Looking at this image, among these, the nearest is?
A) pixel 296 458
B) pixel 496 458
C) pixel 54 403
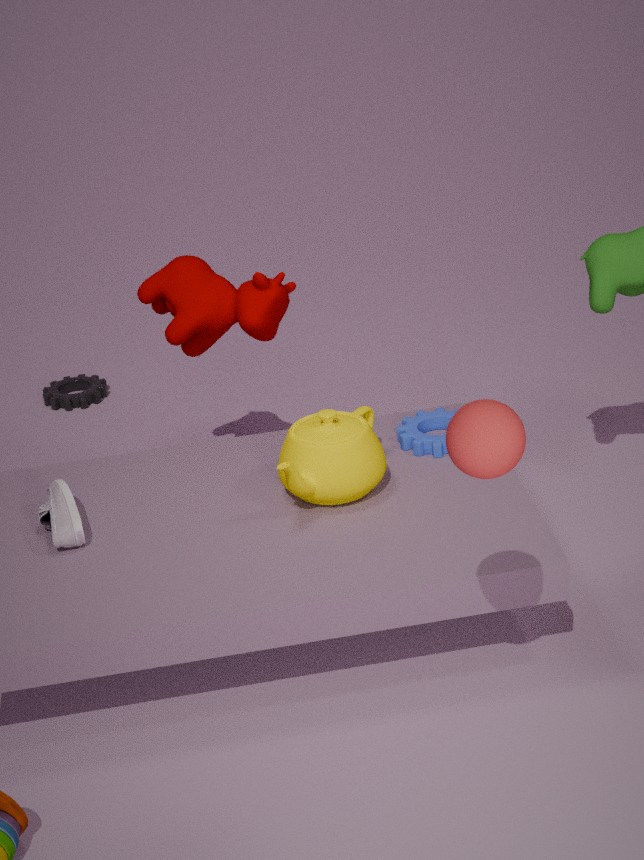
pixel 496 458
